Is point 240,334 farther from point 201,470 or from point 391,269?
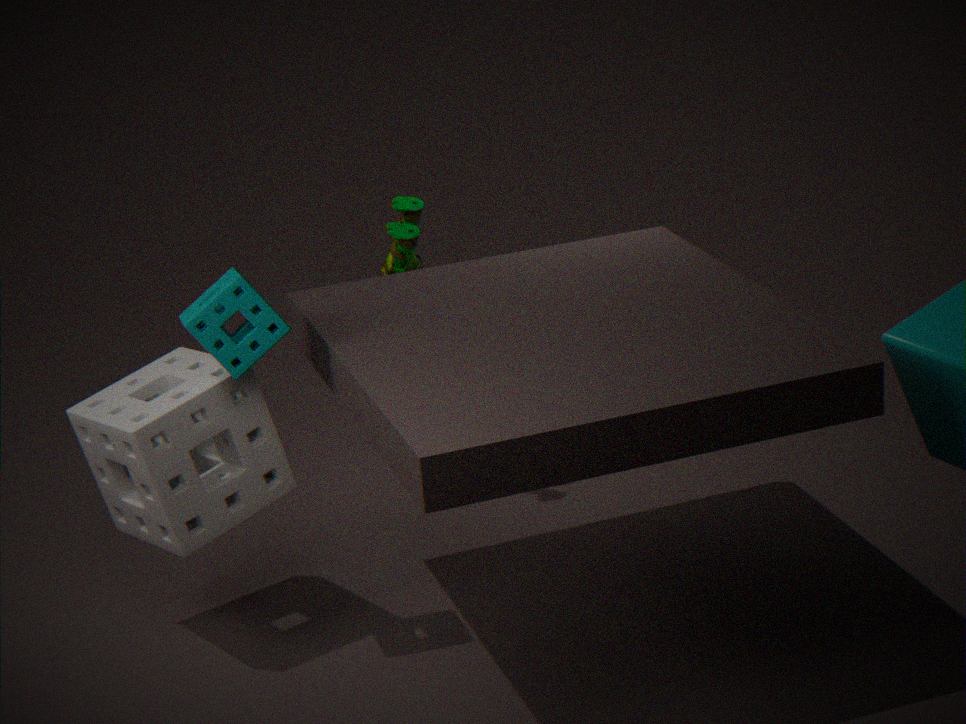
point 391,269
